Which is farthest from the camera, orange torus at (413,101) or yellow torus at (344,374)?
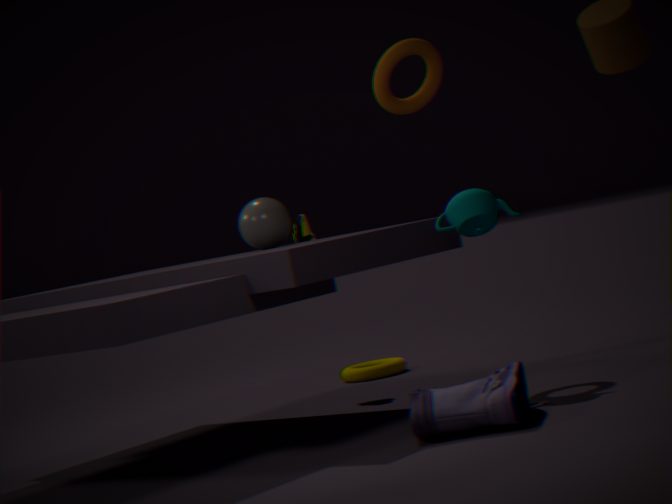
yellow torus at (344,374)
